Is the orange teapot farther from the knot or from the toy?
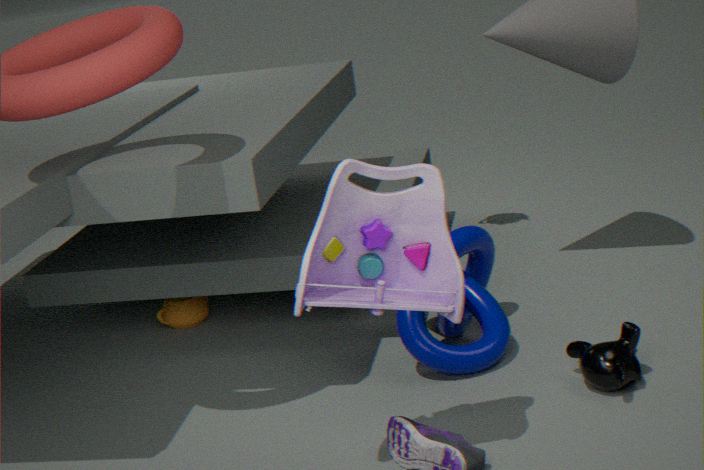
the toy
